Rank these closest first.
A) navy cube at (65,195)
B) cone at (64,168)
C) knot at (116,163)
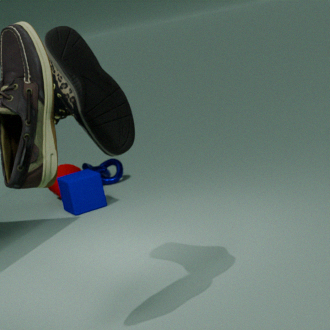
navy cube at (65,195)
cone at (64,168)
knot at (116,163)
